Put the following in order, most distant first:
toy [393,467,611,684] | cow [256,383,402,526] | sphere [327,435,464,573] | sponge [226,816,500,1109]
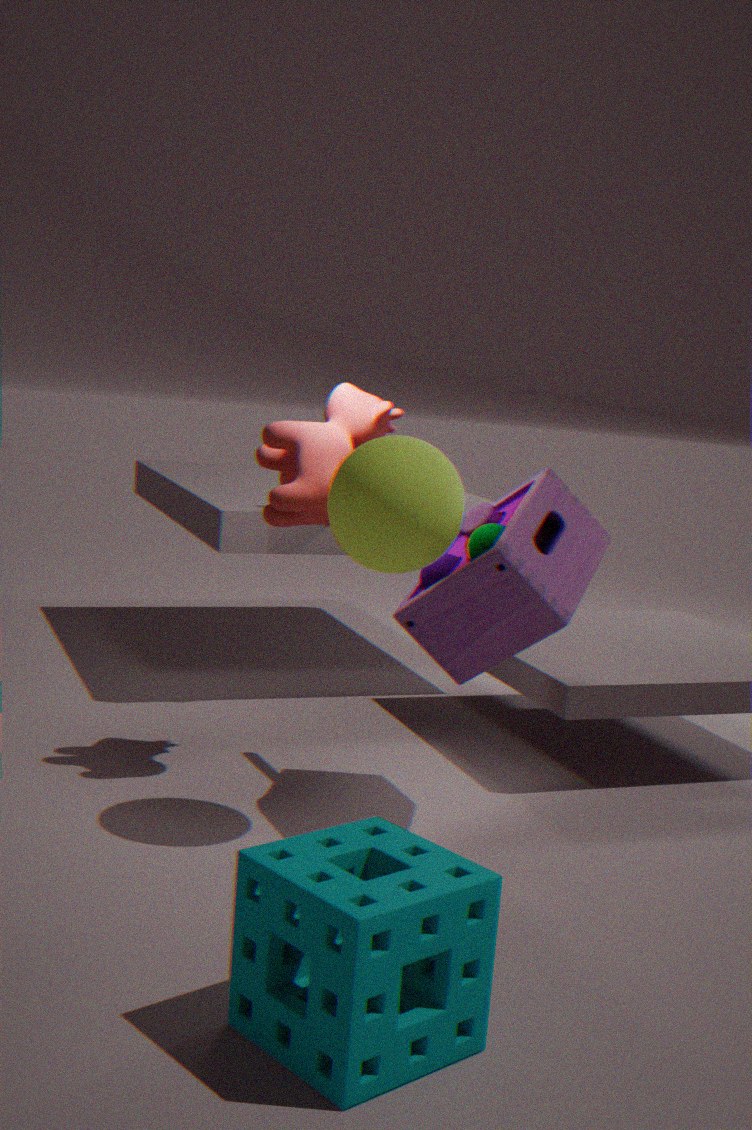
1. cow [256,383,402,526]
2. toy [393,467,611,684]
3. sphere [327,435,464,573]
4. sponge [226,816,500,1109]
